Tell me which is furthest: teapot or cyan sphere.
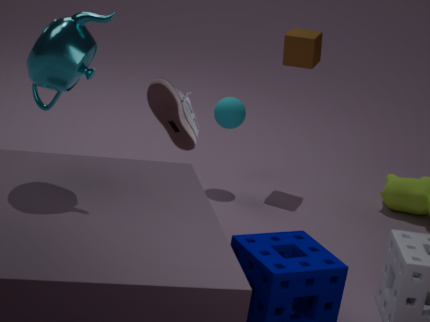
cyan sphere
